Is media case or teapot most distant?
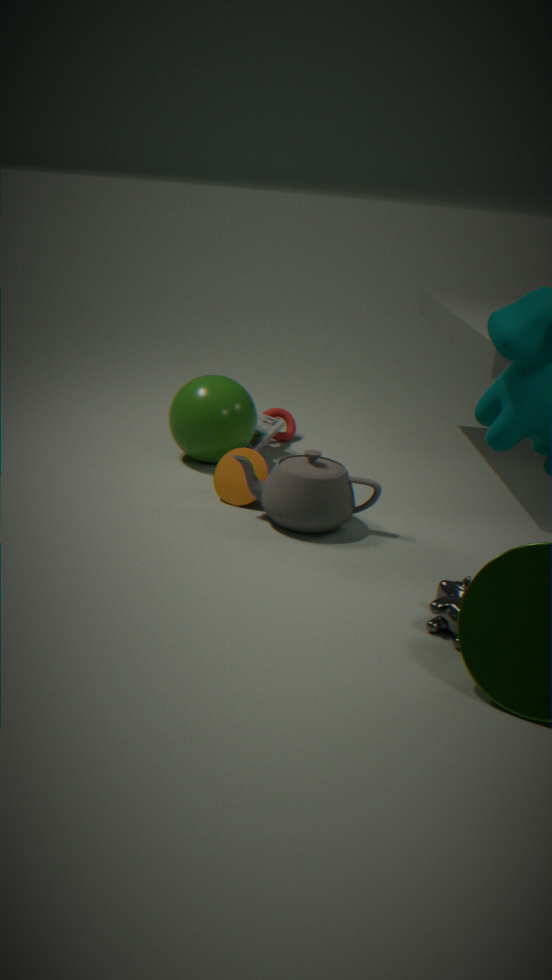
media case
